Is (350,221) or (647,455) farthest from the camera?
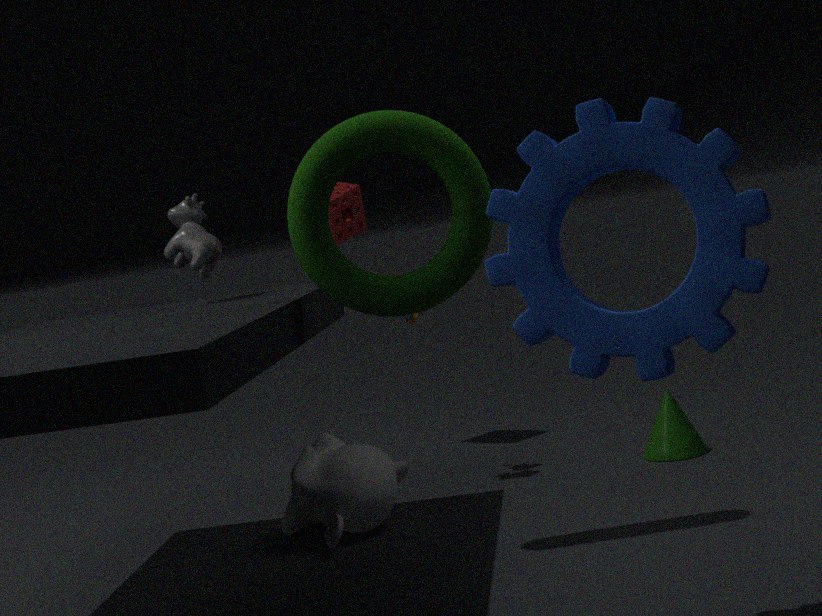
(350,221)
